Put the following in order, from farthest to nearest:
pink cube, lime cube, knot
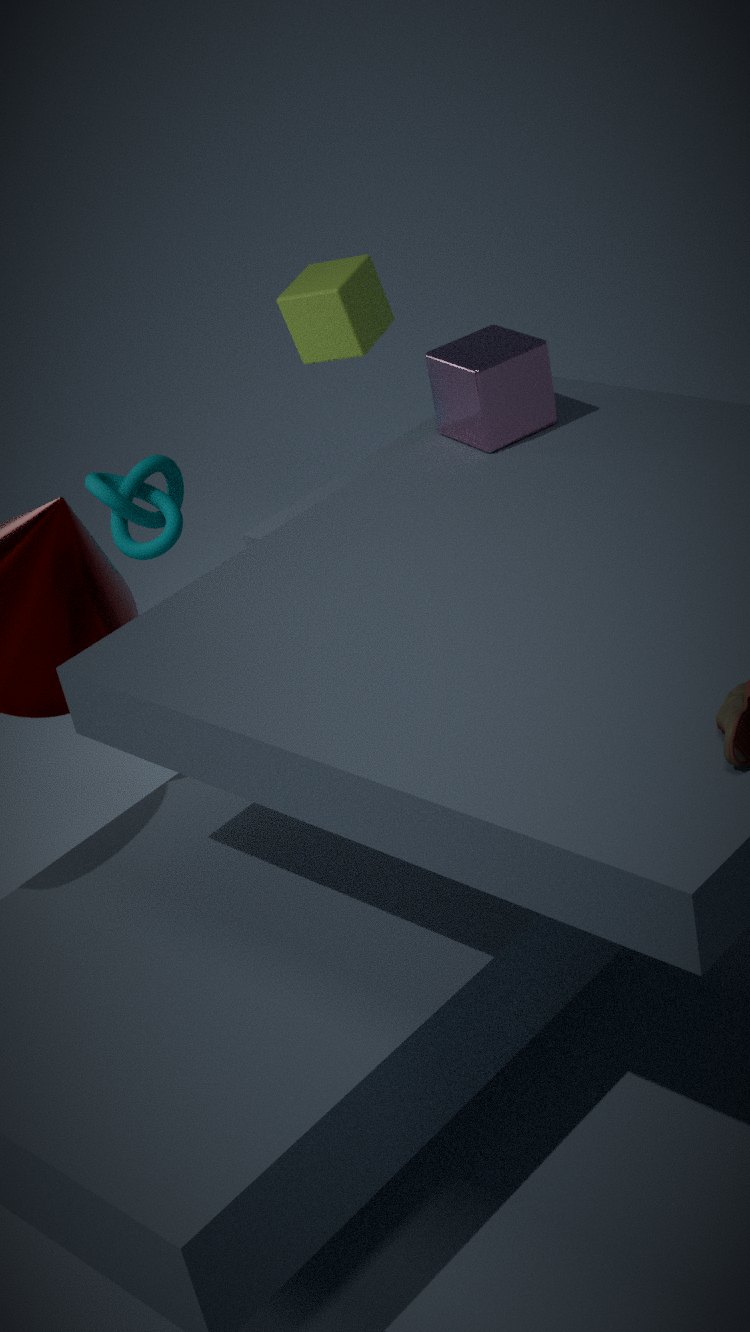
knot, lime cube, pink cube
